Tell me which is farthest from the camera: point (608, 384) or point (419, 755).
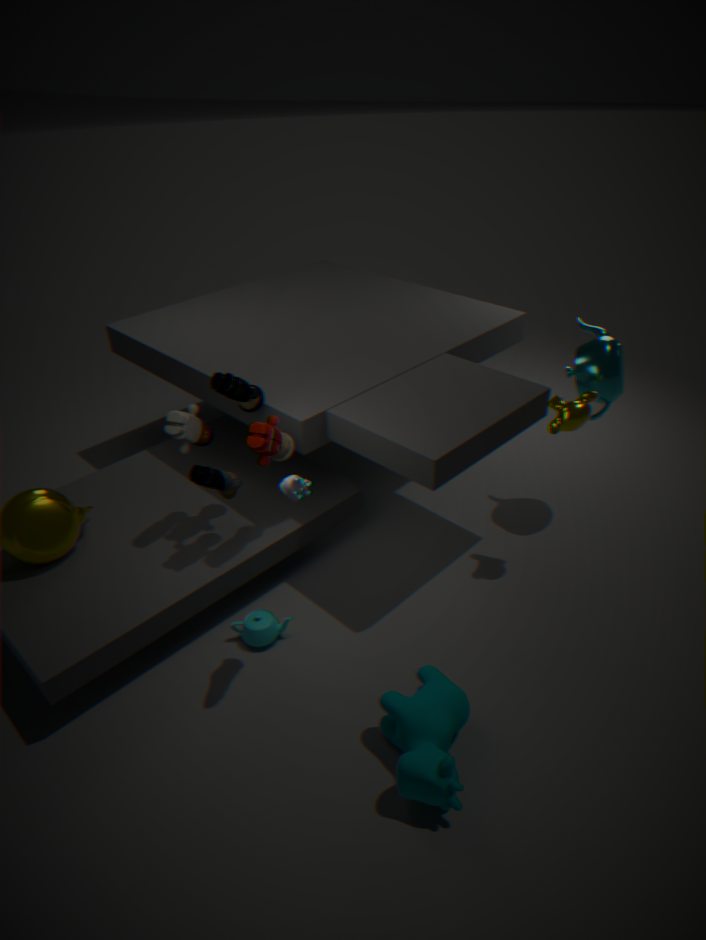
point (608, 384)
